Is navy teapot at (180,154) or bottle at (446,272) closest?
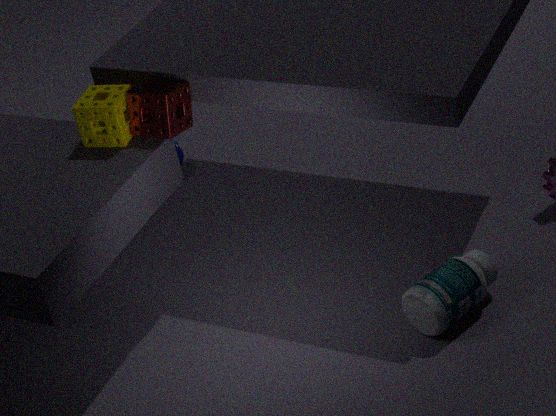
bottle at (446,272)
